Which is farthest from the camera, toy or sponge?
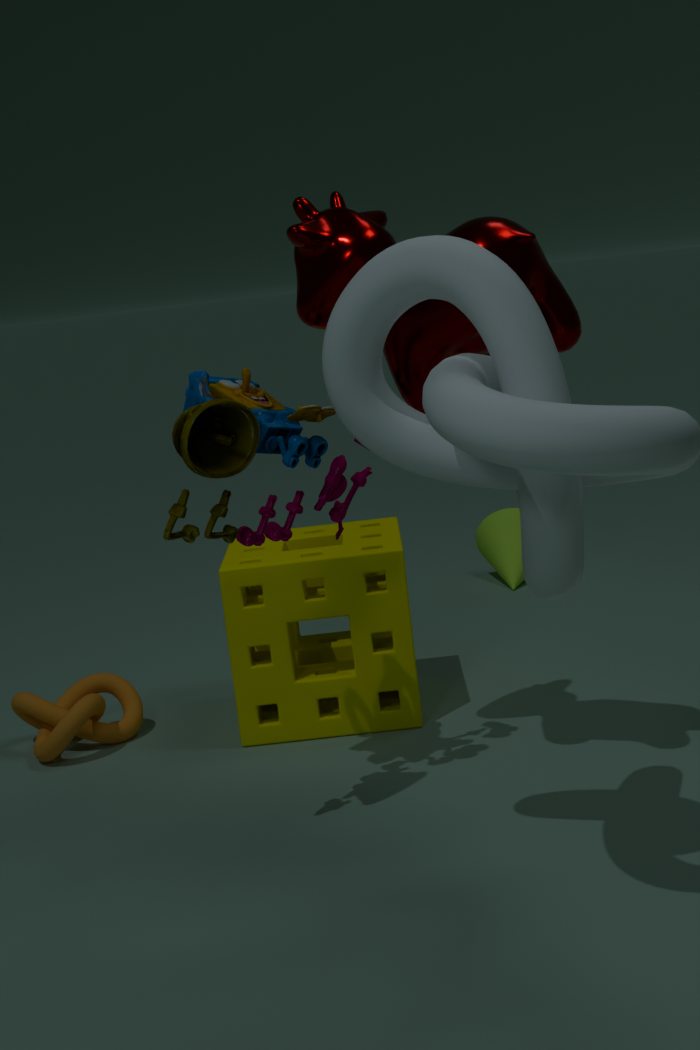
sponge
